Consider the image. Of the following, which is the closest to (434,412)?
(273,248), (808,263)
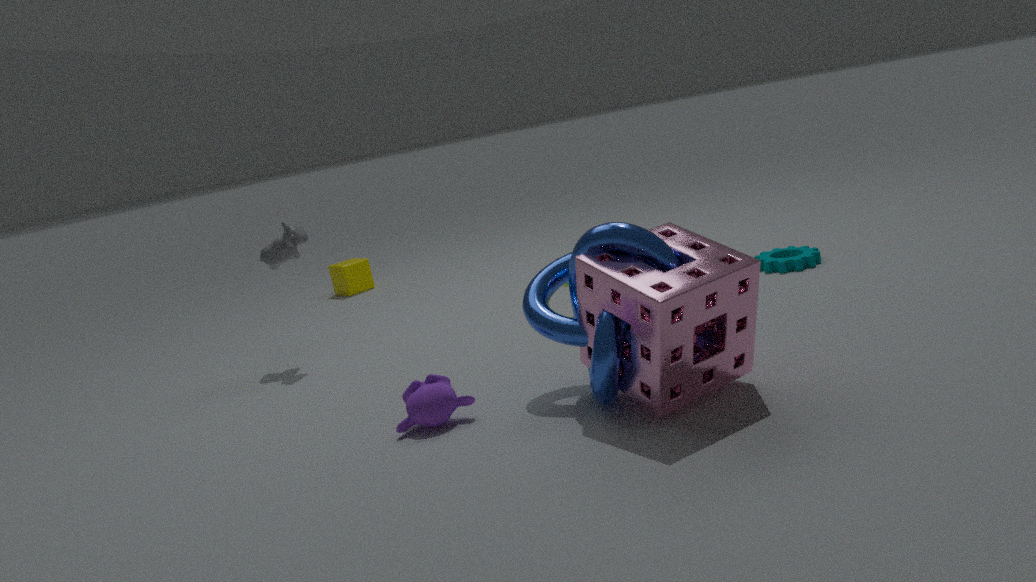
(273,248)
